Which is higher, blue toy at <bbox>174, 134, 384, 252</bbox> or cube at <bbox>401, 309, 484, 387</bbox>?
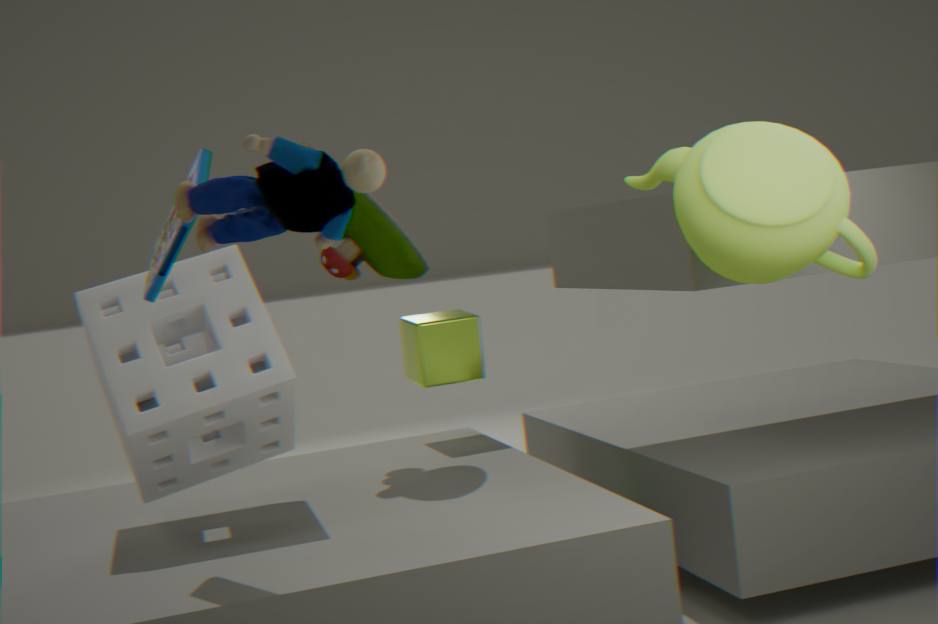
blue toy at <bbox>174, 134, 384, 252</bbox>
